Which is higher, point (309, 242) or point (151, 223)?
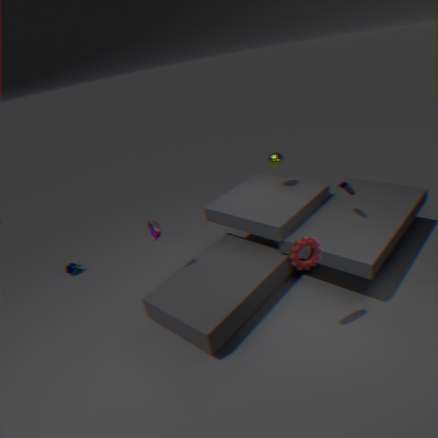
point (309, 242)
